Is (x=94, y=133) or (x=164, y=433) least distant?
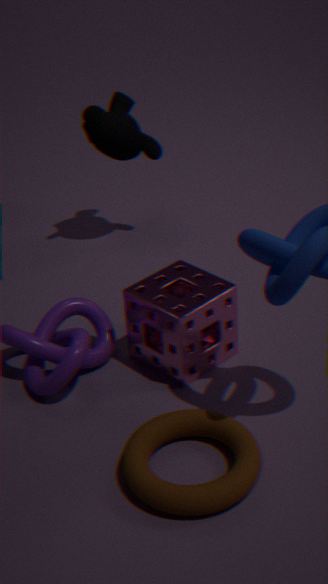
(x=164, y=433)
